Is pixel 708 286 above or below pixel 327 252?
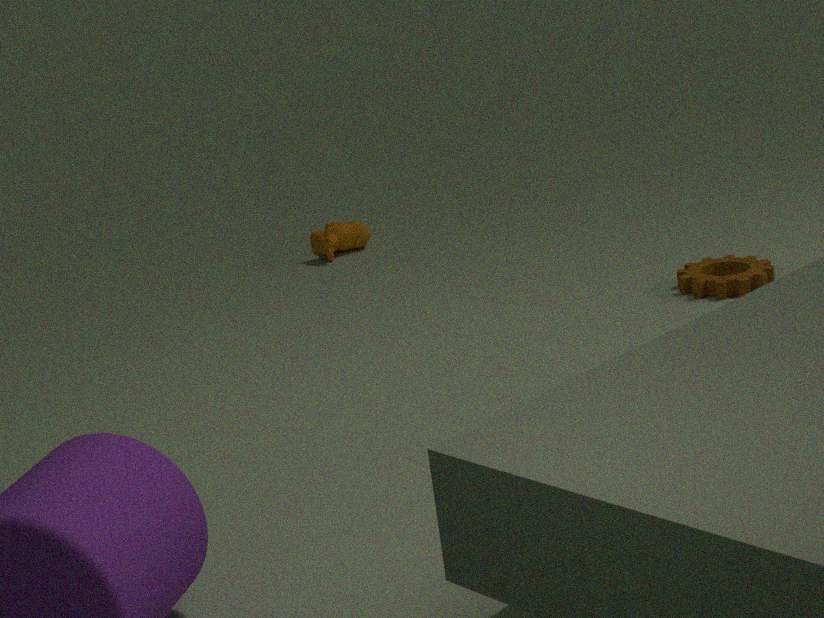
below
